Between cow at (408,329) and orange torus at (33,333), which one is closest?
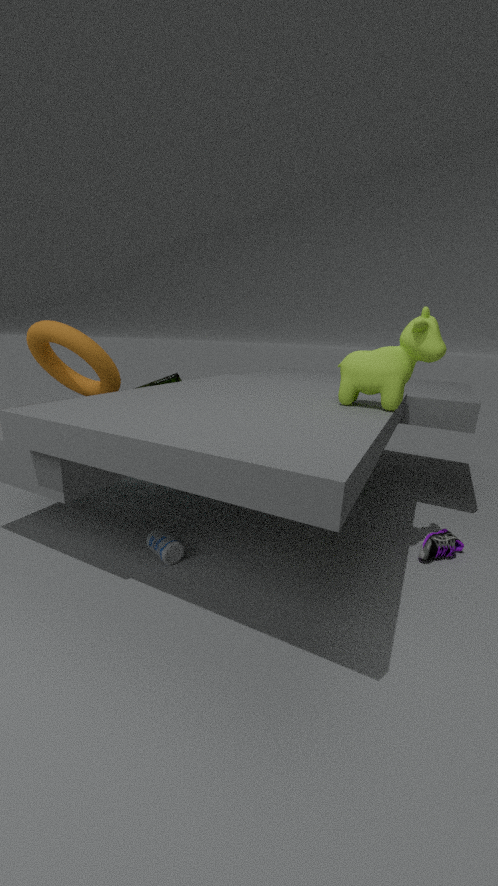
cow at (408,329)
